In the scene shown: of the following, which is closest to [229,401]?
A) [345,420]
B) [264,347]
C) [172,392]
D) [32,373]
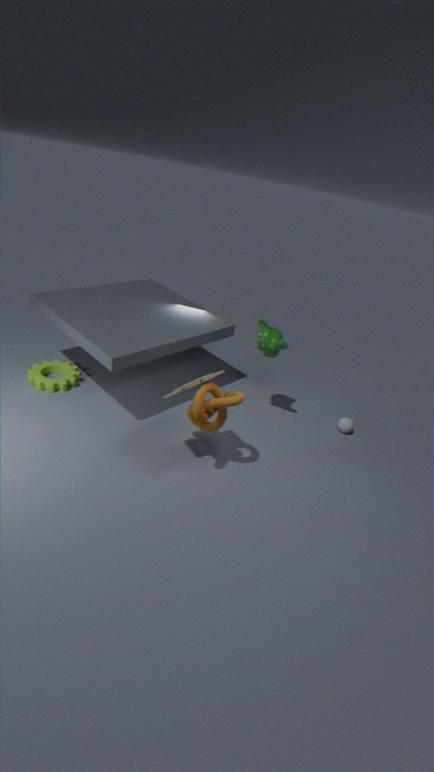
[172,392]
